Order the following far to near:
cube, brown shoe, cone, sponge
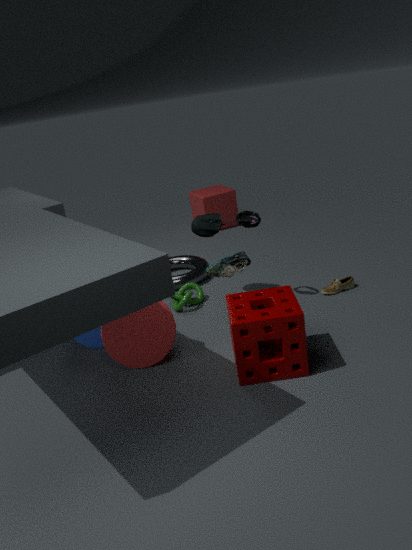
1. cube
2. brown shoe
3. cone
4. sponge
